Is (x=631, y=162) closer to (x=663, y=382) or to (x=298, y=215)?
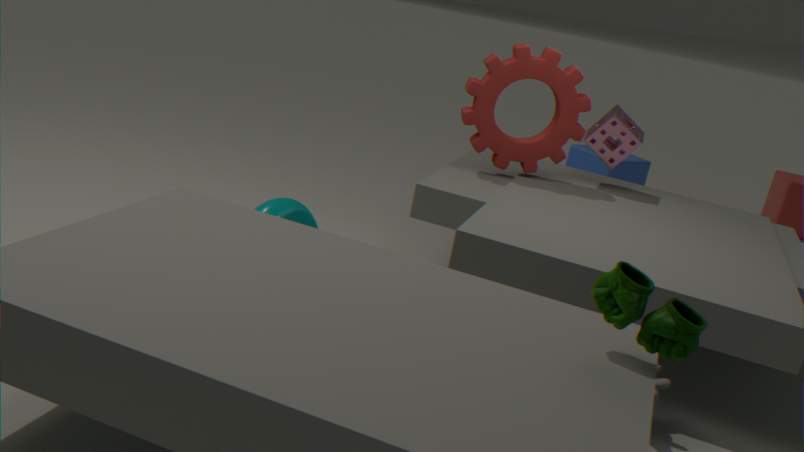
(x=298, y=215)
